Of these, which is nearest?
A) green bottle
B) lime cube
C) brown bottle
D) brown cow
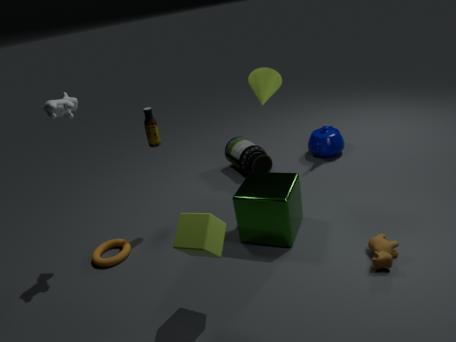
lime cube
